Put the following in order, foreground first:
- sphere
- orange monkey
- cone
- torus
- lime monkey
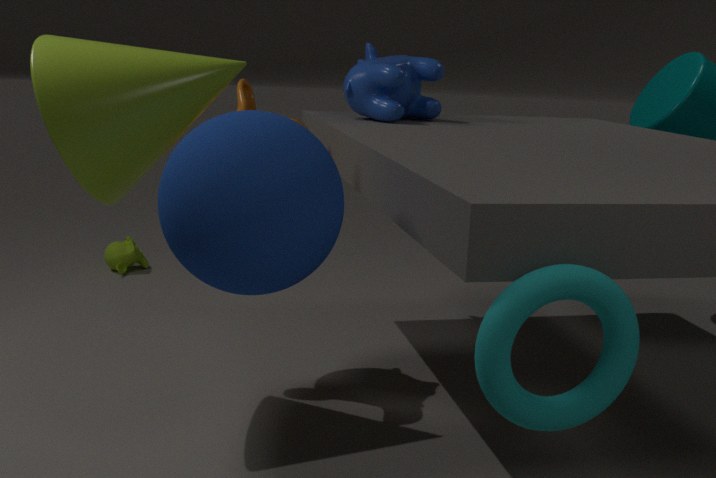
torus
sphere
cone
orange monkey
lime monkey
